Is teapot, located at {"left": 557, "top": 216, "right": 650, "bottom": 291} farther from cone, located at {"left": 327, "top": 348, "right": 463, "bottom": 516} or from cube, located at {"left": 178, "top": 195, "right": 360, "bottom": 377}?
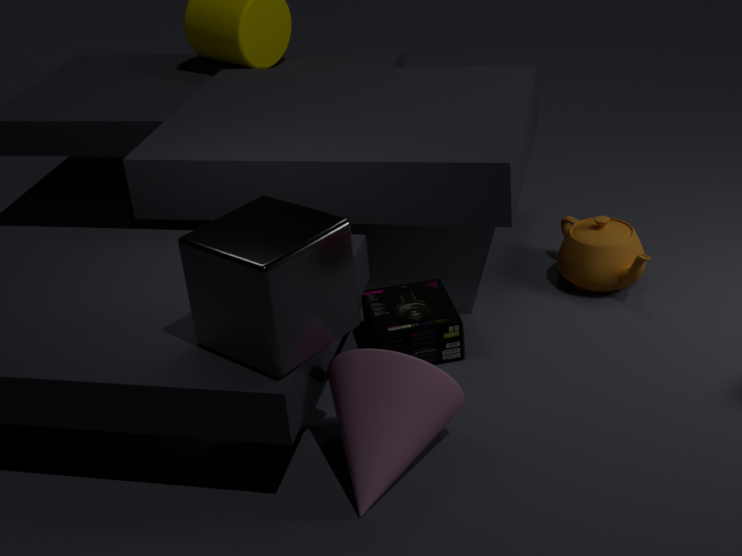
cube, located at {"left": 178, "top": 195, "right": 360, "bottom": 377}
